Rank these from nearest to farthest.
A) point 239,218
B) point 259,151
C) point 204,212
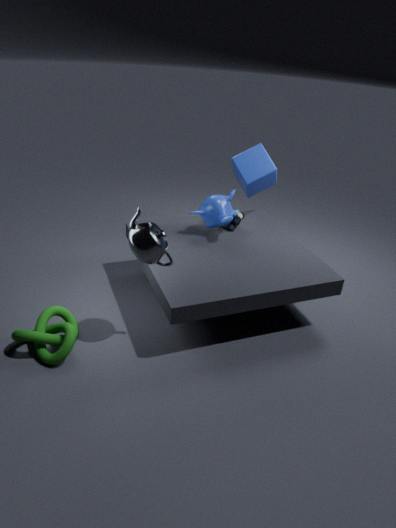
point 204,212
point 239,218
point 259,151
